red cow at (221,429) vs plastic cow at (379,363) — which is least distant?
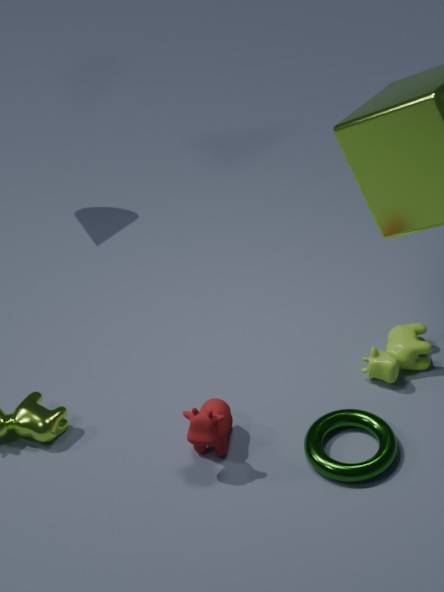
red cow at (221,429)
